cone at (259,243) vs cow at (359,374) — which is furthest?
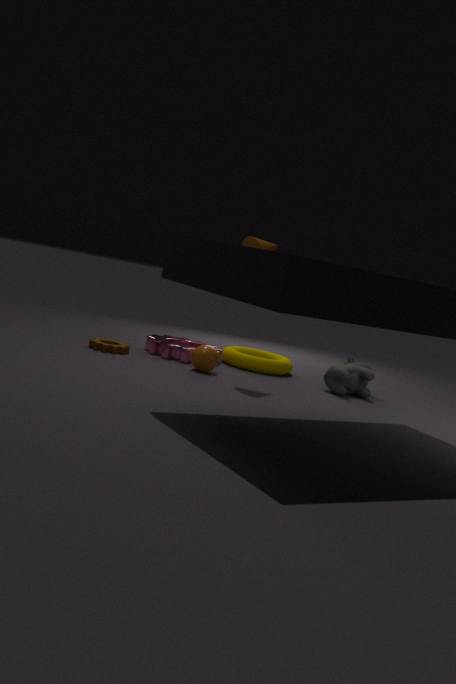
cow at (359,374)
